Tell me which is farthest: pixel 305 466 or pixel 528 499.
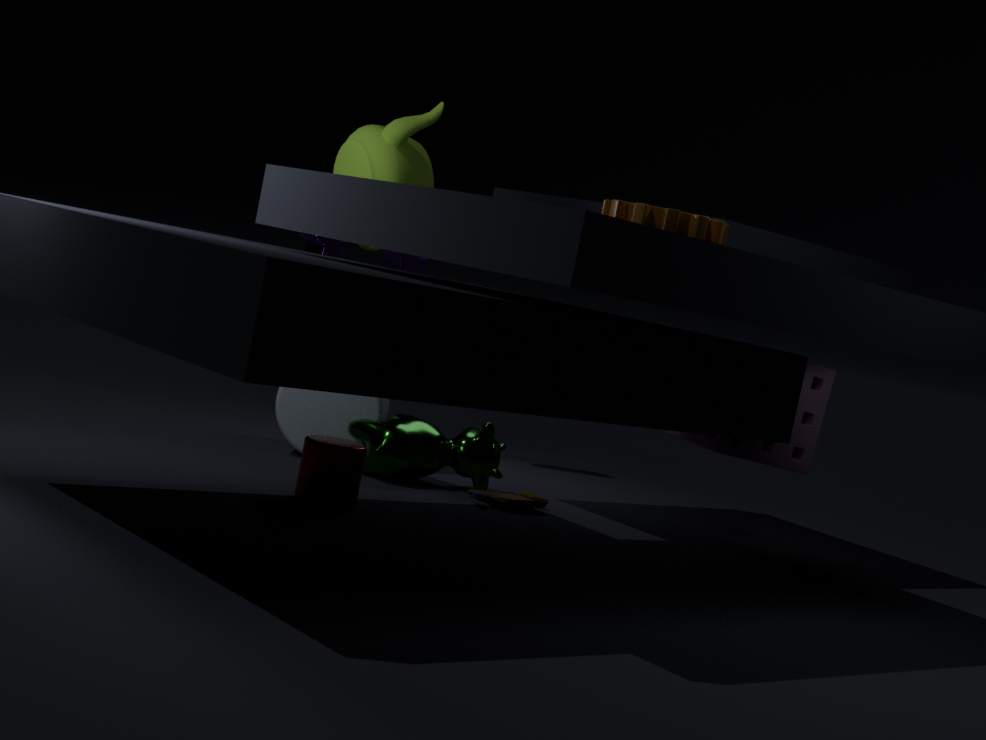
pixel 528 499
